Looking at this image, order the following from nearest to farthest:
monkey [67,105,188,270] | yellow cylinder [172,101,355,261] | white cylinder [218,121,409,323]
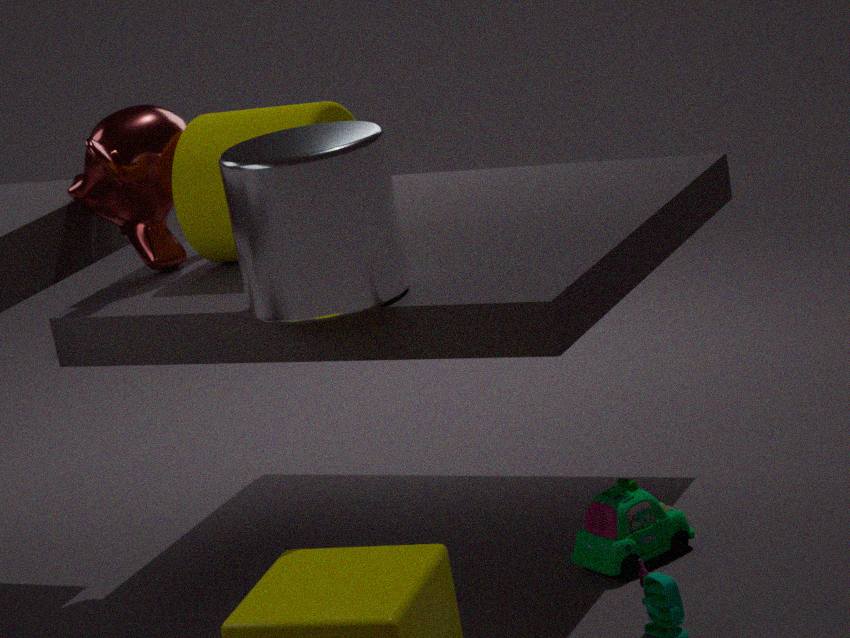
white cylinder [218,121,409,323], yellow cylinder [172,101,355,261], monkey [67,105,188,270]
